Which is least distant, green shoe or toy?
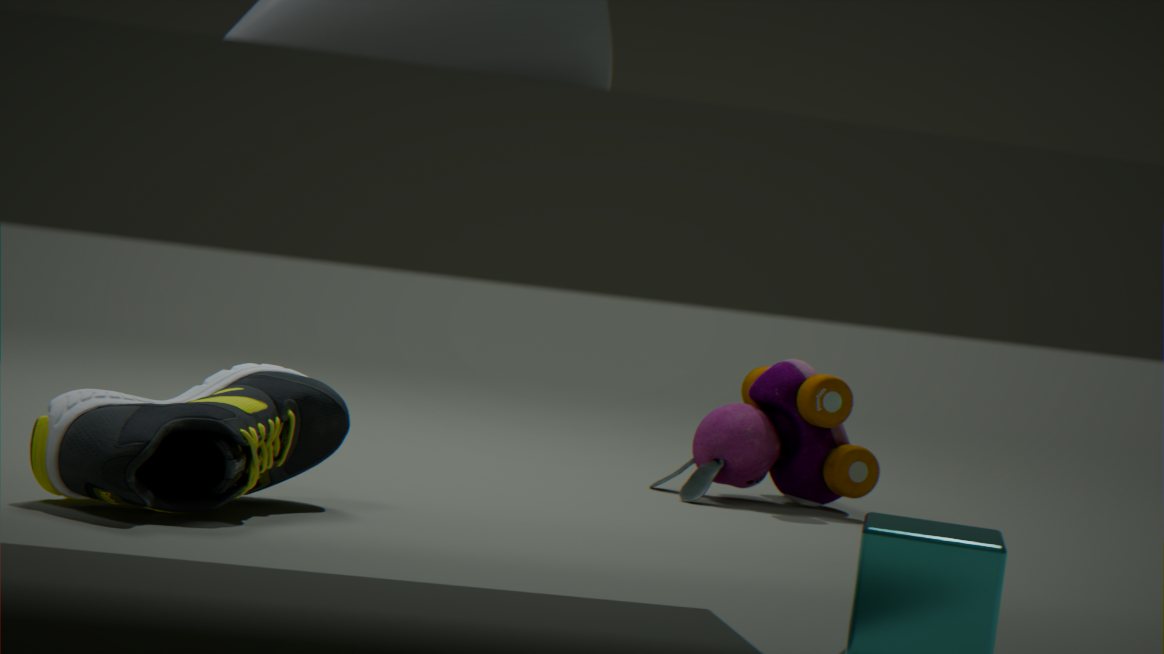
green shoe
